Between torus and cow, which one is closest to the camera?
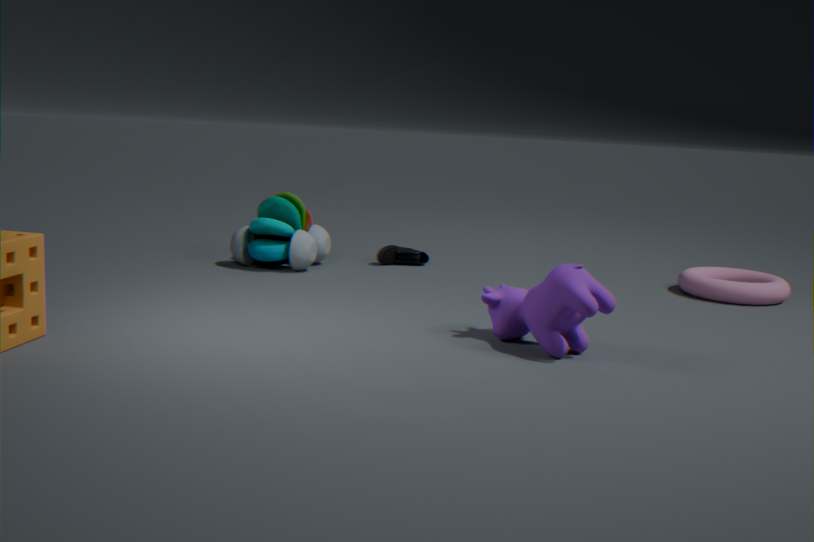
cow
